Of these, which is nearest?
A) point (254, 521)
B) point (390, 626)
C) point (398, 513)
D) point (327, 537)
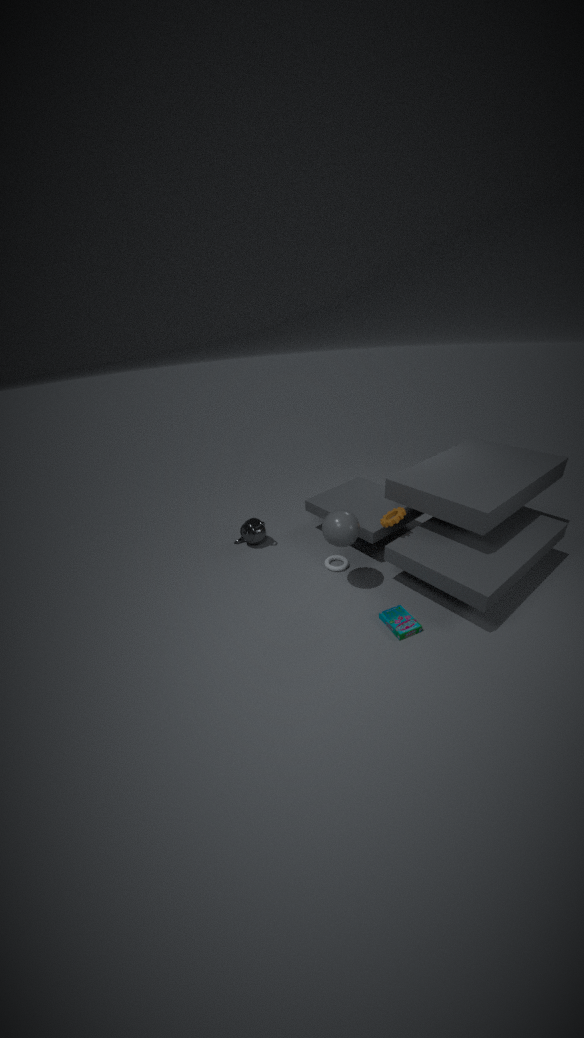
point (390, 626)
